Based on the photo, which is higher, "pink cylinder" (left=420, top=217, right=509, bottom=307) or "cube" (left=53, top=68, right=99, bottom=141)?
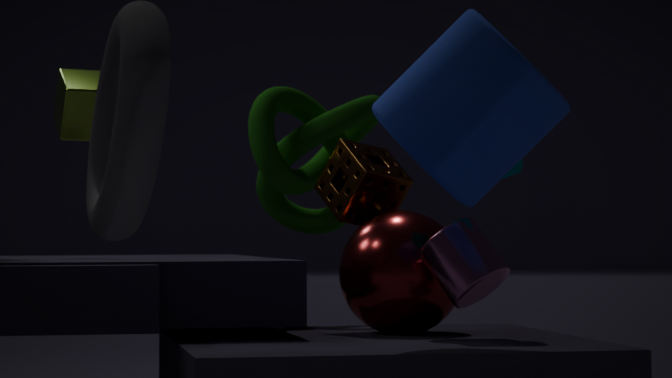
"cube" (left=53, top=68, right=99, bottom=141)
